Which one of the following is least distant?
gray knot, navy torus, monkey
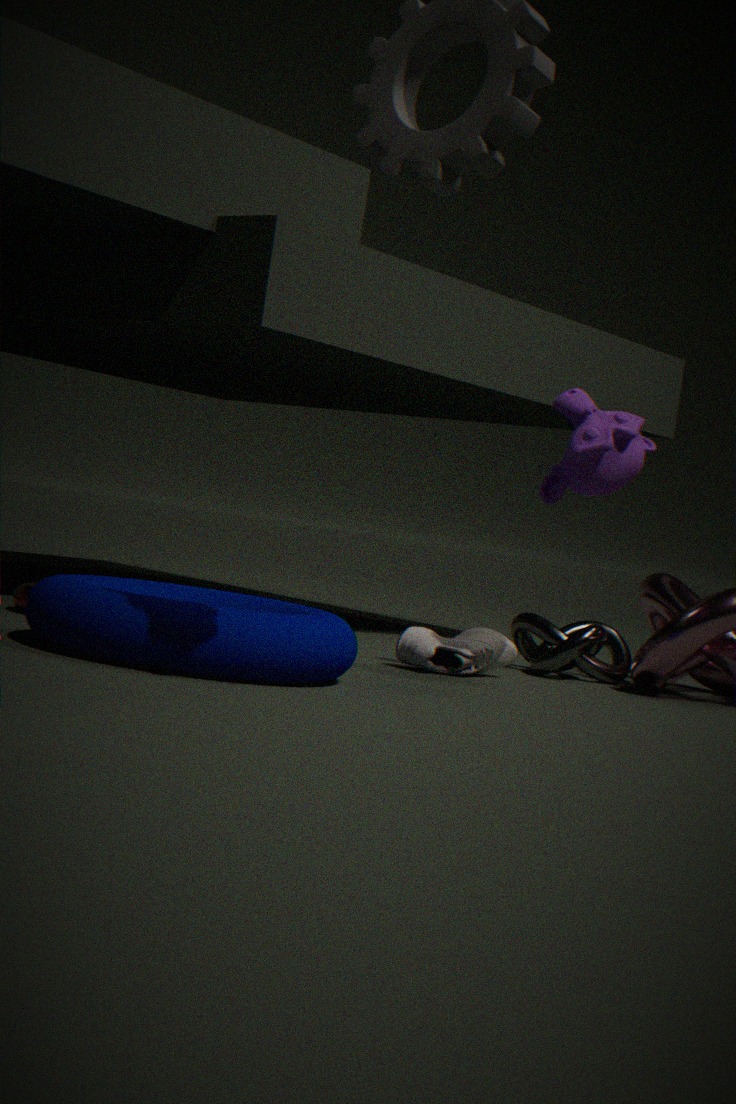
navy torus
